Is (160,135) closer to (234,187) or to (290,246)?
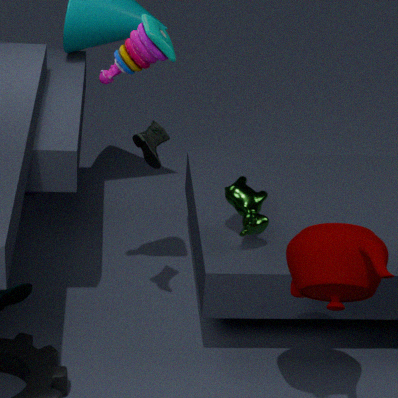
(234,187)
